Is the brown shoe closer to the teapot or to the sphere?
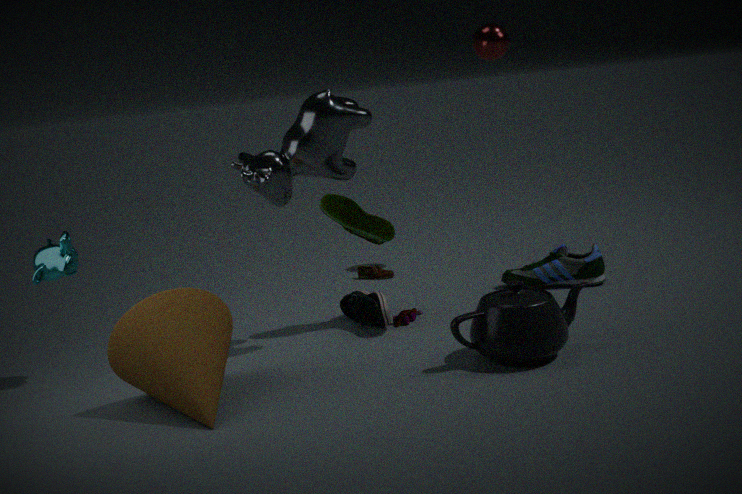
the sphere
